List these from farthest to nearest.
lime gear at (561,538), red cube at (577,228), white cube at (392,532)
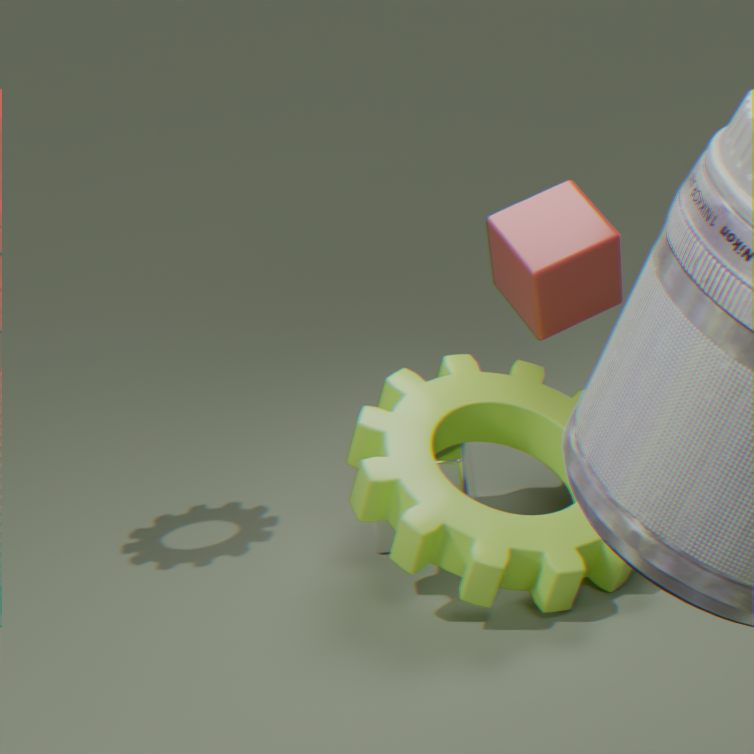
white cube at (392,532) → red cube at (577,228) → lime gear at (561,538)
